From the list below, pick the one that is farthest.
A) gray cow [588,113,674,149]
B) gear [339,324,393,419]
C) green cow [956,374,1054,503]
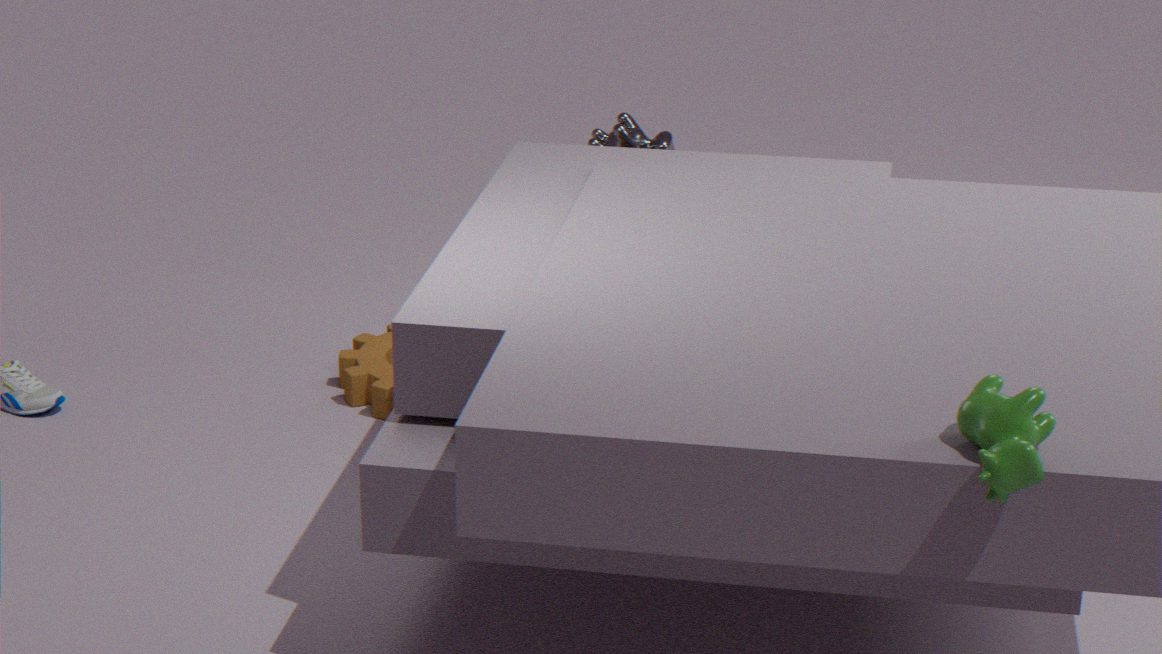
gray cow [588,113,674,149]
